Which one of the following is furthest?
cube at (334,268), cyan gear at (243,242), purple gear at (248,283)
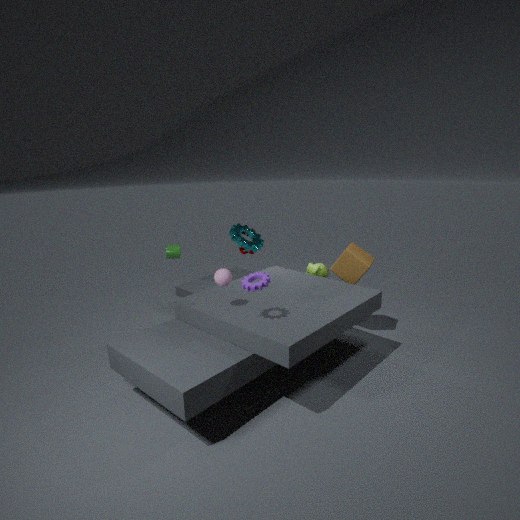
cyan gear at (243,242)
